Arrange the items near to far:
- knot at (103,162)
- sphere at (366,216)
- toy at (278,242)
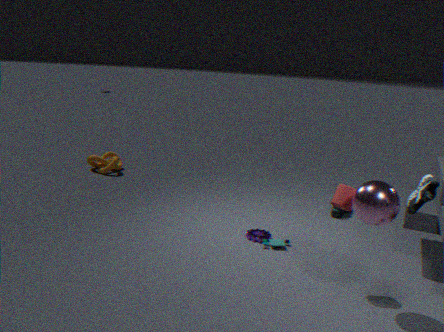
sphere at (366,216), toy at (278,242), knot at (103,162)
